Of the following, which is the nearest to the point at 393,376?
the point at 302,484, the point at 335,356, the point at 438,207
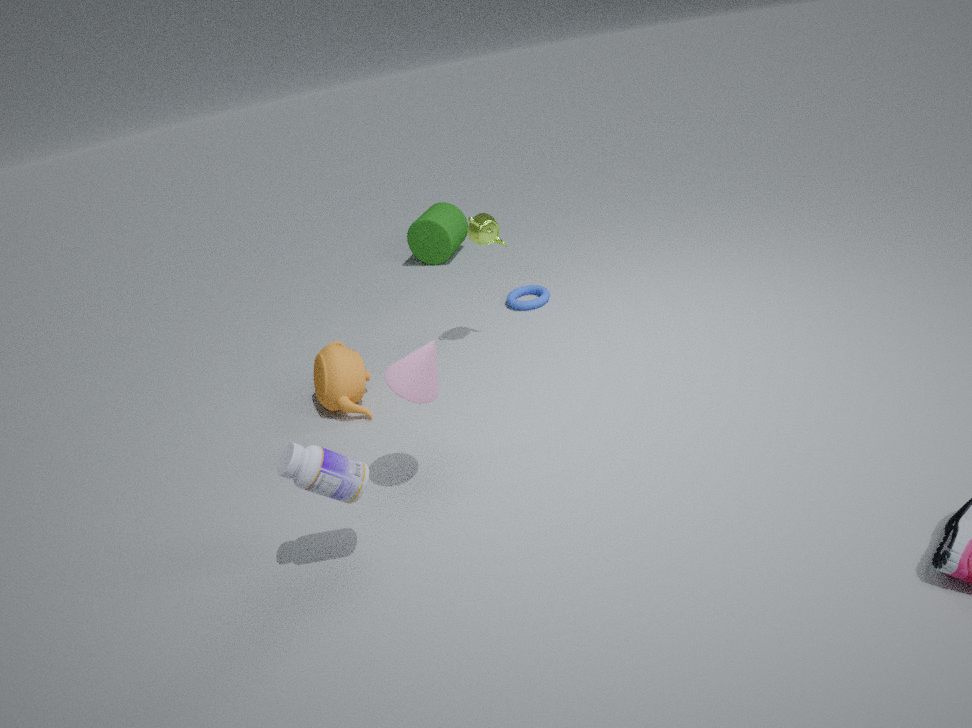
the point at 302,484
